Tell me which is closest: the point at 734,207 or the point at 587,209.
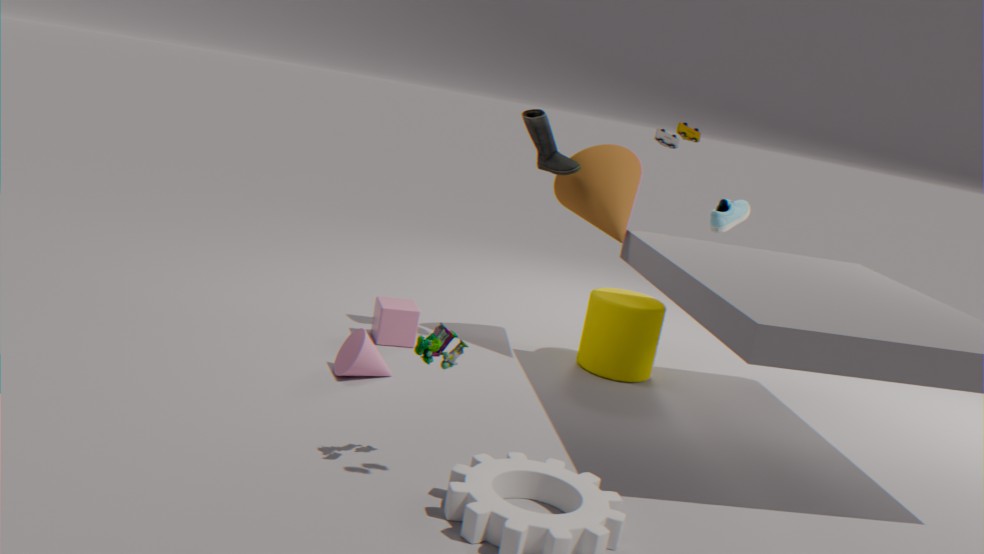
the point at 587,209
